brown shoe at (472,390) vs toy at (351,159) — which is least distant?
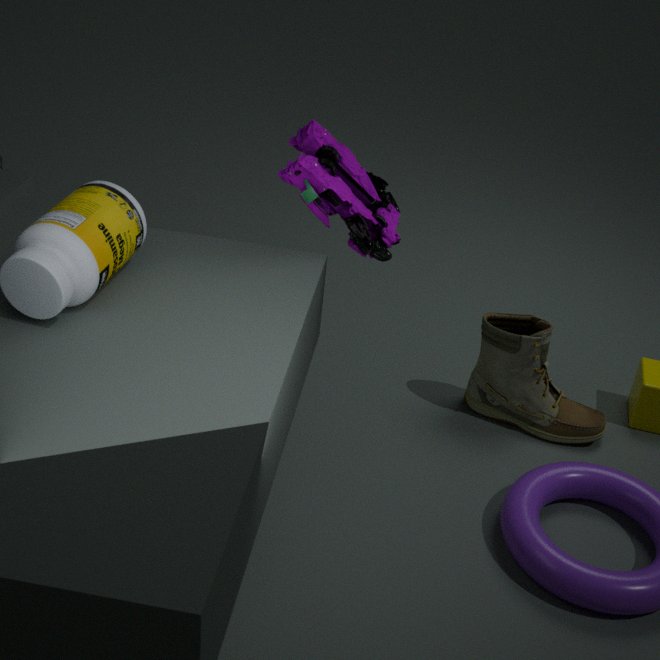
toy at (351,159)
